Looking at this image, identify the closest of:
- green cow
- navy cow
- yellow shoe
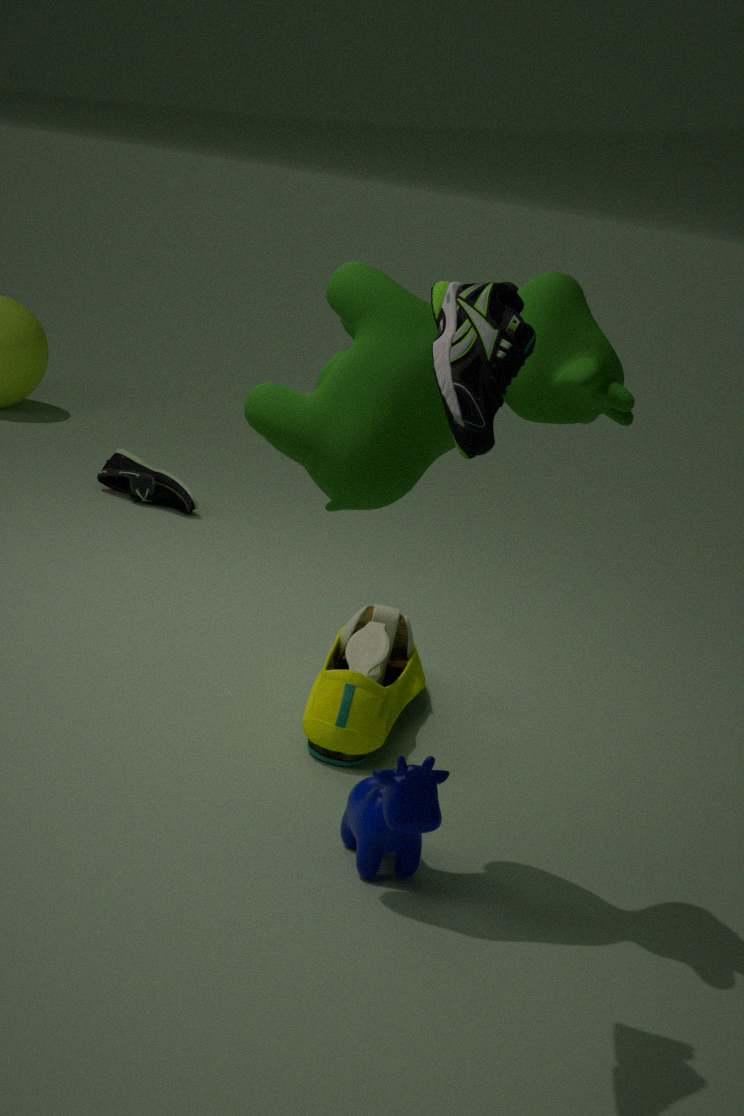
green cow
